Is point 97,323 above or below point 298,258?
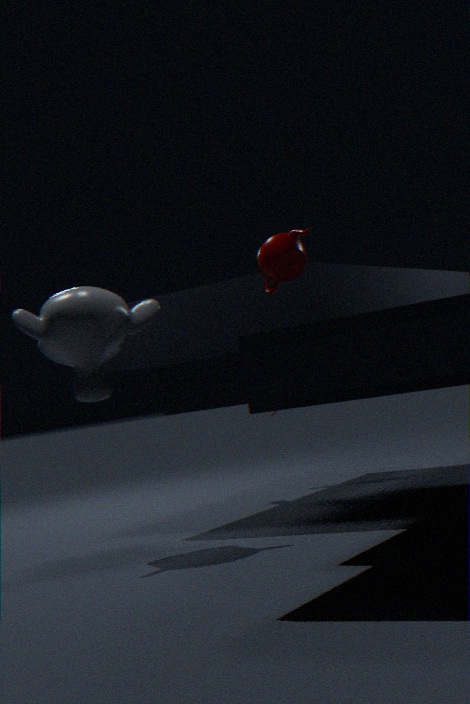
below
